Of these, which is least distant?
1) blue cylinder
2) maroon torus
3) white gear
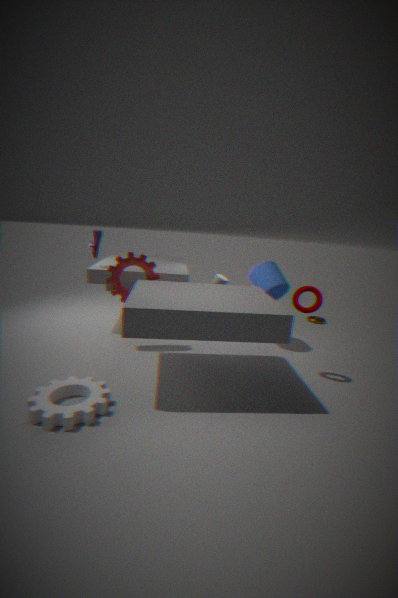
3. white gear
